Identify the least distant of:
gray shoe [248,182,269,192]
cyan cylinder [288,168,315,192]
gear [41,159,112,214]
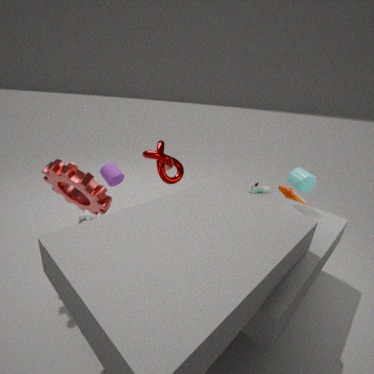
gear [41,159,112,214]
